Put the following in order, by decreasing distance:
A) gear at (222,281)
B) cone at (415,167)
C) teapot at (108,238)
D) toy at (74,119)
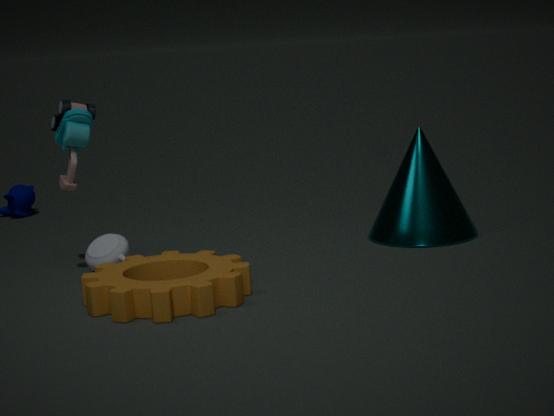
cone at (415,167), teapot at (108,238), toy at (74,119), gear at (222,281)
